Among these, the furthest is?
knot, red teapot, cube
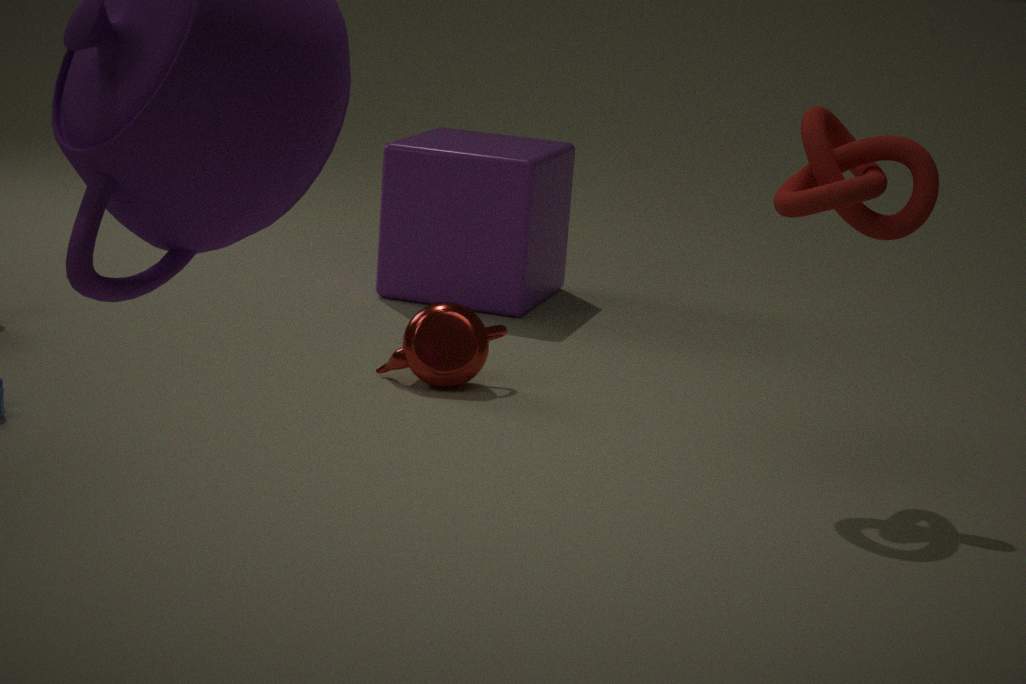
cube
